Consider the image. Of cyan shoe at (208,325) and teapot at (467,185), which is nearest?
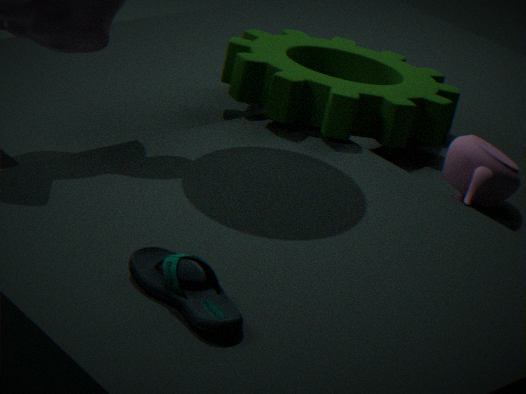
cyan shoe at (208,325)
